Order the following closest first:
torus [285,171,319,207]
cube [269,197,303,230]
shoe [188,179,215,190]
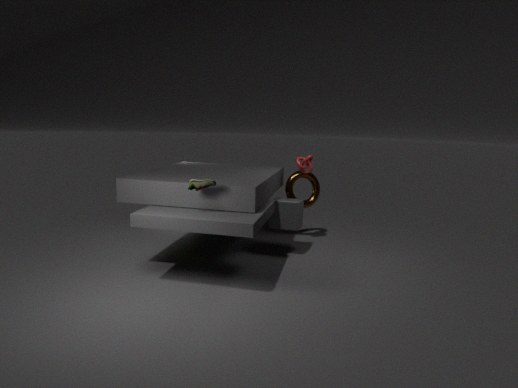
shoe [188,179,215,190], cube [269,197,303,230], torus [285,171,319,207]
